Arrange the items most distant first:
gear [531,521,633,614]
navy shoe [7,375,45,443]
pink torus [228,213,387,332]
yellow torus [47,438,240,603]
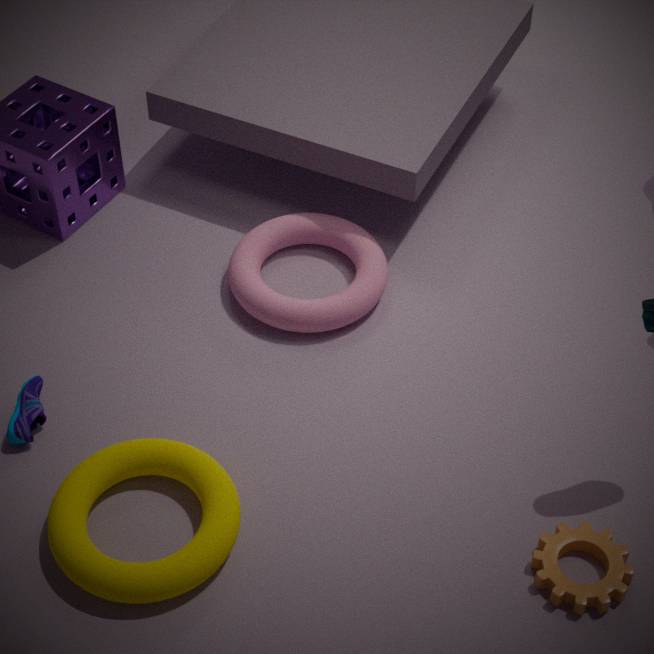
1. pink torus [228,213,387,332]
2. navy shoe [7,375,45,443]
3. gear [531,521,633,614]
4. yellow torus [47,438,240,603]
